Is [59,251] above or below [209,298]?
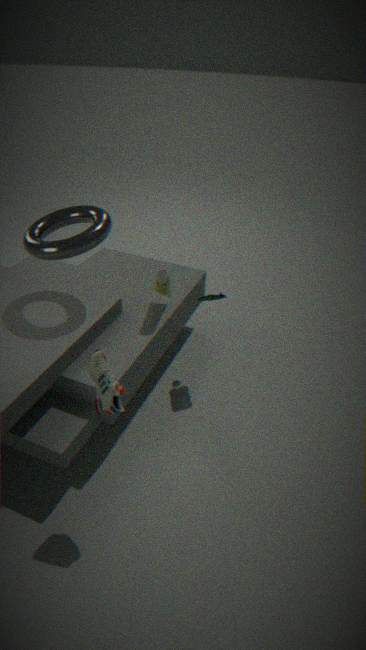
above
